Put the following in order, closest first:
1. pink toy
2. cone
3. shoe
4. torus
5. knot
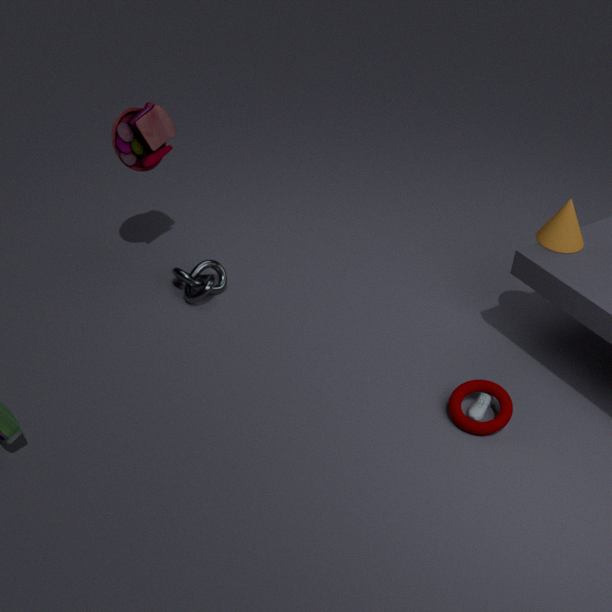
torus, shoe, cone, pink toy, knot
